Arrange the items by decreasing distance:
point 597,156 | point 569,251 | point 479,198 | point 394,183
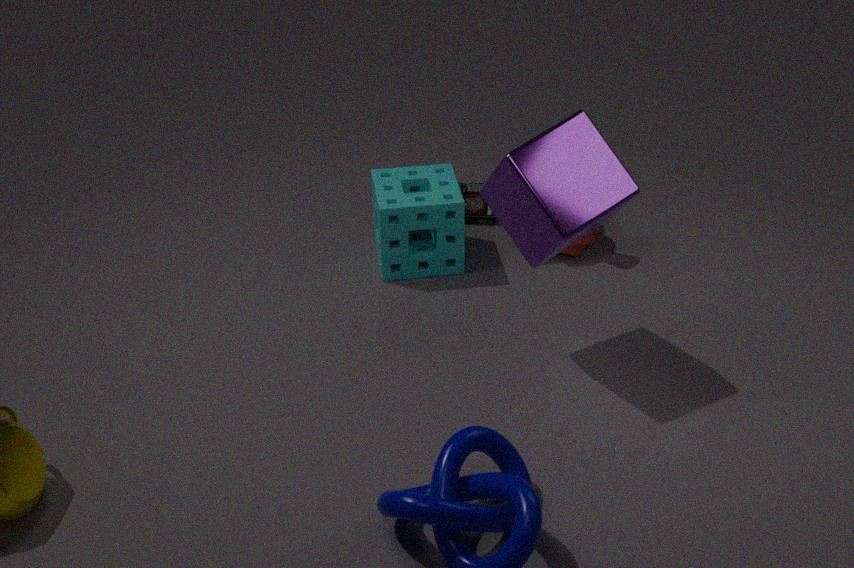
point 479,198, point 569,251, point 394,183, point 597,156
